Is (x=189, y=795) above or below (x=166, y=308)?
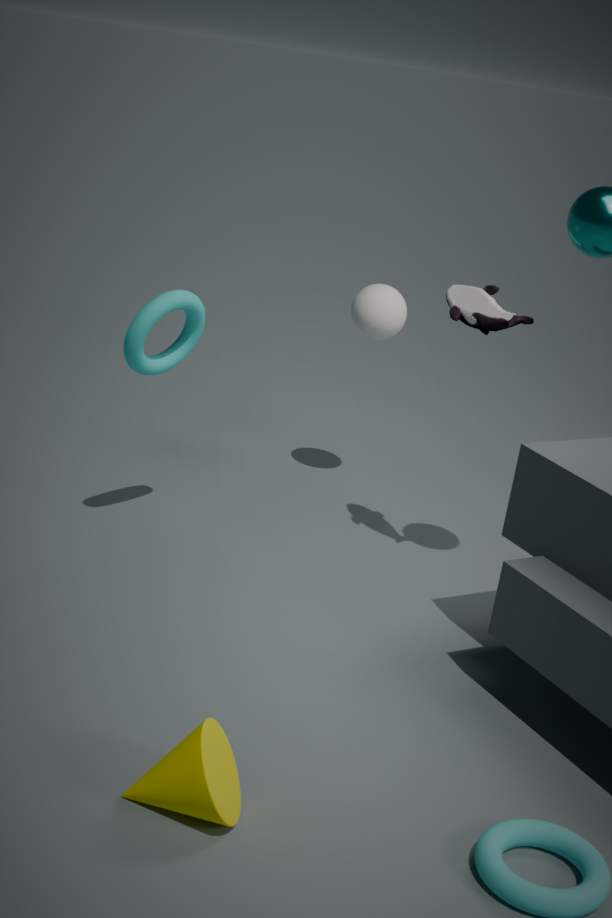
below
